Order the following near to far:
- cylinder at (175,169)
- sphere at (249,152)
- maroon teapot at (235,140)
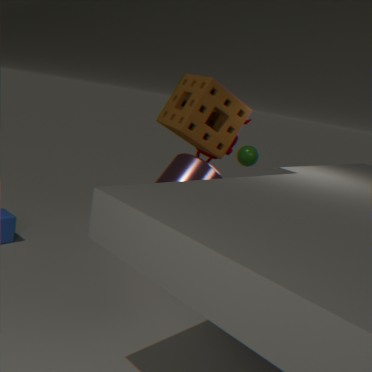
1. cylinder at (175,169)
2. maroon teapot at (235,140)
3. sphere at (249,152)
